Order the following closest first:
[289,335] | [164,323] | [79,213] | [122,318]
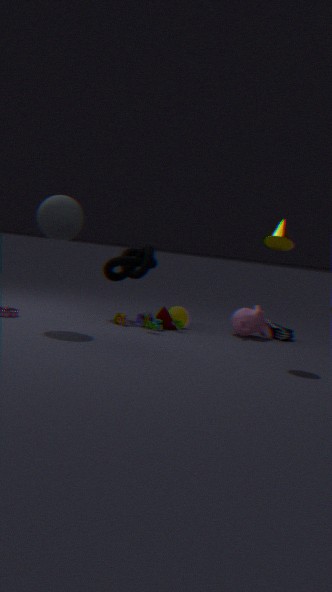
[79,213]
[122,318]
[164,323]
[289,335]
